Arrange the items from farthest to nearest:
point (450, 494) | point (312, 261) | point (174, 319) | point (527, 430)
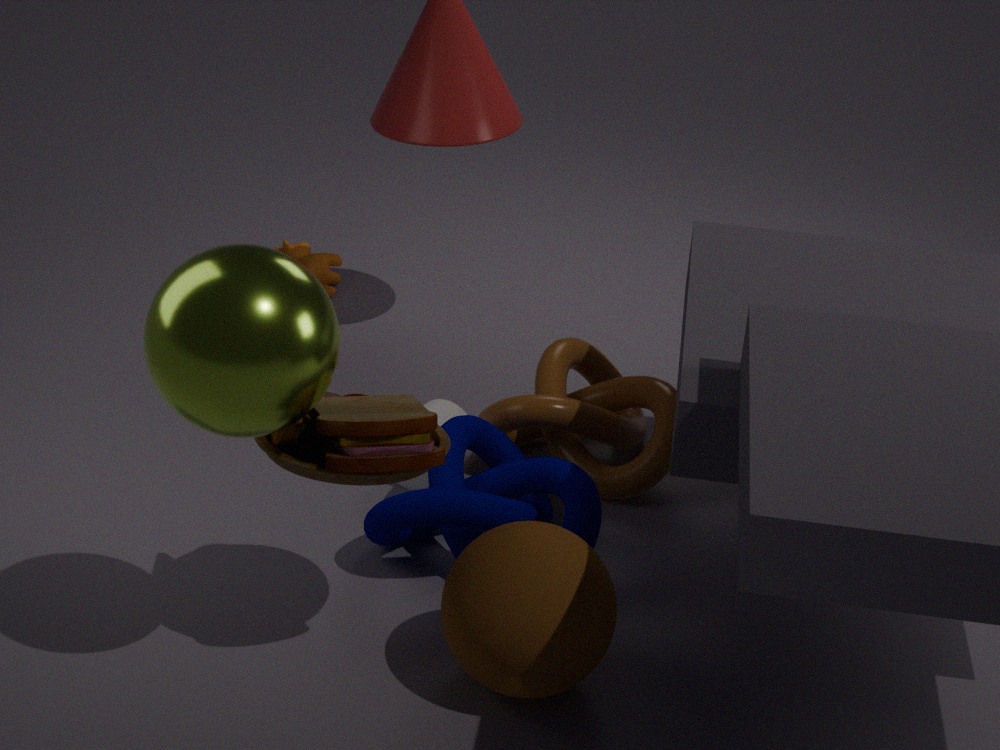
point (312, 261), point (527, 430), point (450, 494), point (174, 319)
